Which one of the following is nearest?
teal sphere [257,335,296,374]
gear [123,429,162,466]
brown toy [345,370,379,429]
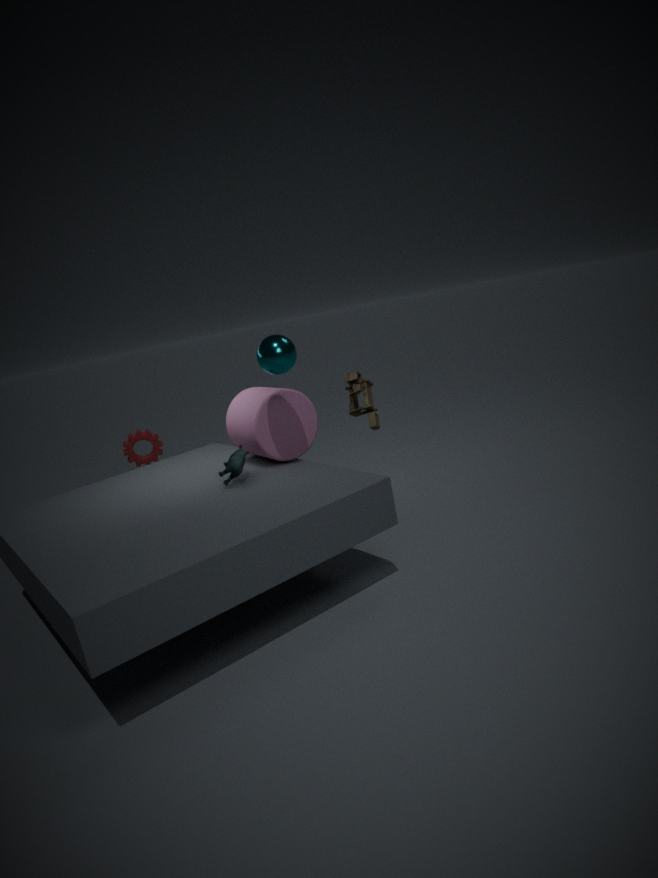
teal sphere [257,335,296,374]
